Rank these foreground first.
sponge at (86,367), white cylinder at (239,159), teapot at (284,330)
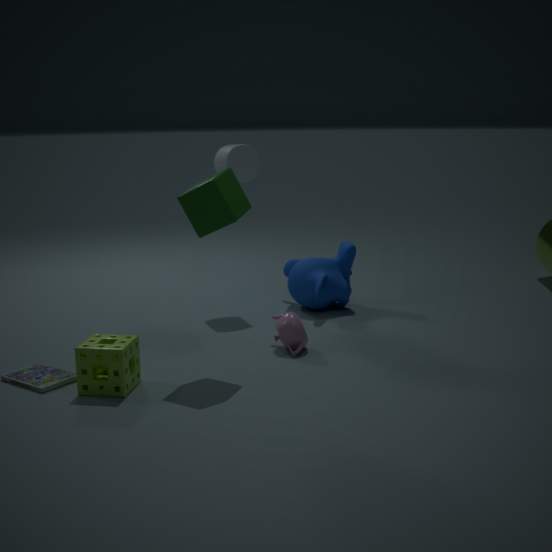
1. sponge at (86,367)
2. teapot at (284,330)
3. white cylinder at (239,159)
